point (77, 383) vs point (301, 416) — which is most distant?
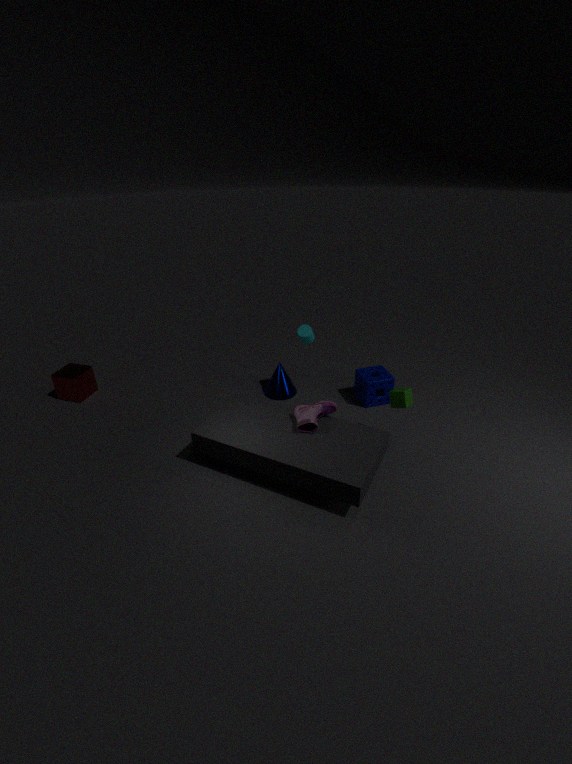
point (77, 383)
